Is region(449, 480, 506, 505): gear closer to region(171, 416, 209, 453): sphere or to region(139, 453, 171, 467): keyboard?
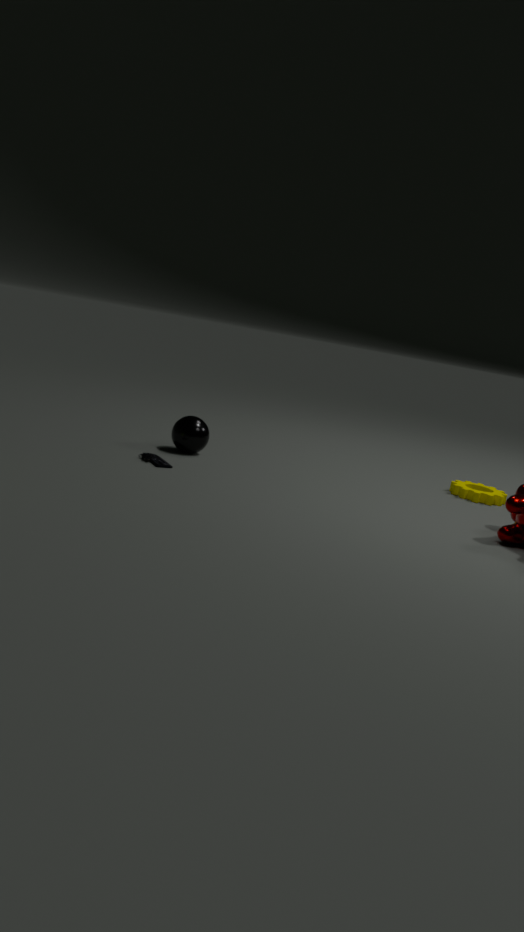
region(171, 416, 209, 453): sphere
